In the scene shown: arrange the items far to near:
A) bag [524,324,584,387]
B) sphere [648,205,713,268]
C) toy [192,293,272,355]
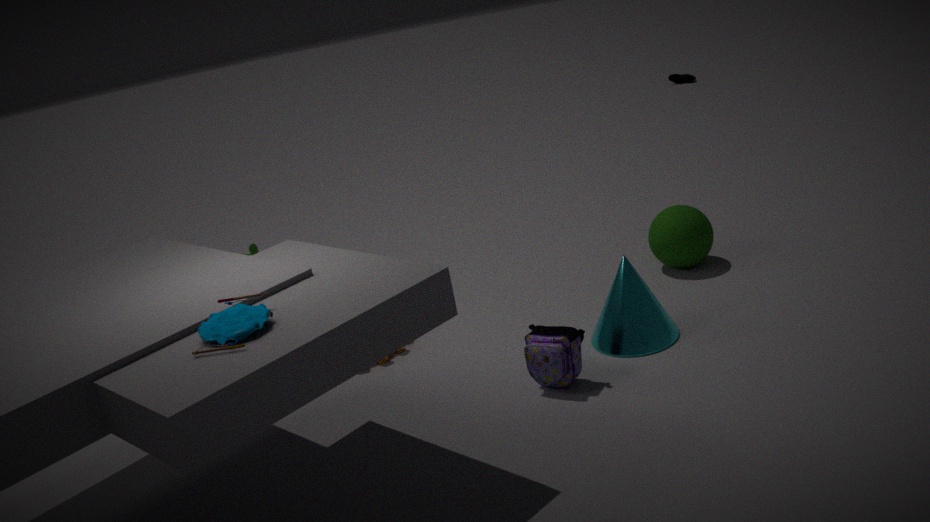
sphere [648,205,713,268] < bag [524,324,584,387] < toy [192,293,272,355]
